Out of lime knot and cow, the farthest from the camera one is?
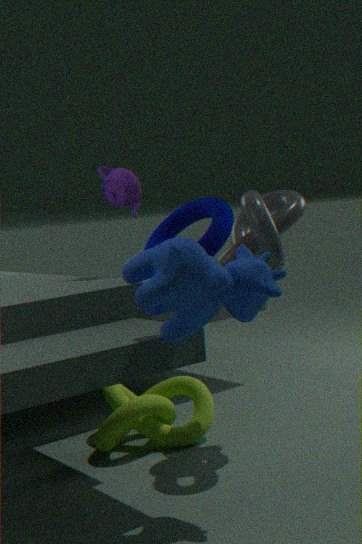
lime knot
